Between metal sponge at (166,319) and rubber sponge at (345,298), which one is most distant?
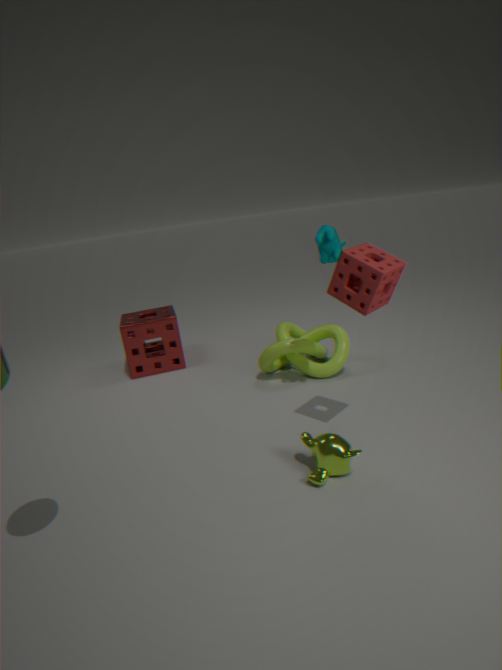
metal sponge at (166,319)
